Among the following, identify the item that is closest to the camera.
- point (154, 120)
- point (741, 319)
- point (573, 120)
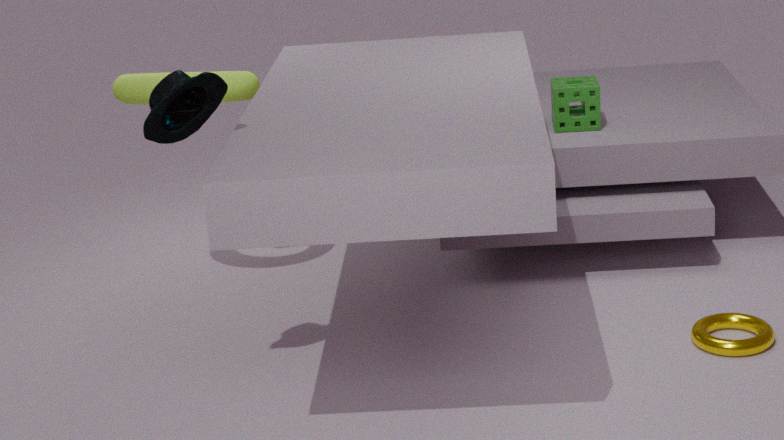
point (154, 120)
